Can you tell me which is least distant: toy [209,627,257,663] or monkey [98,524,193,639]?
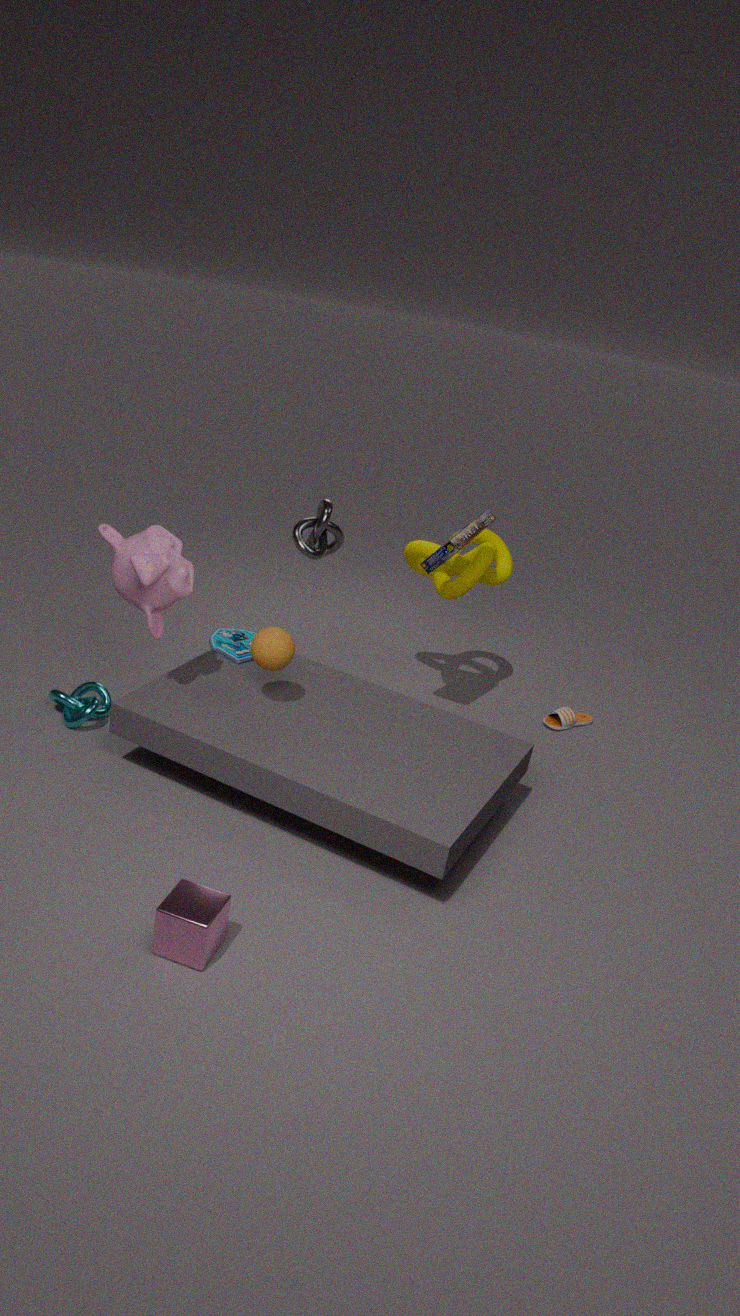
monkey [98,524,193,639]
